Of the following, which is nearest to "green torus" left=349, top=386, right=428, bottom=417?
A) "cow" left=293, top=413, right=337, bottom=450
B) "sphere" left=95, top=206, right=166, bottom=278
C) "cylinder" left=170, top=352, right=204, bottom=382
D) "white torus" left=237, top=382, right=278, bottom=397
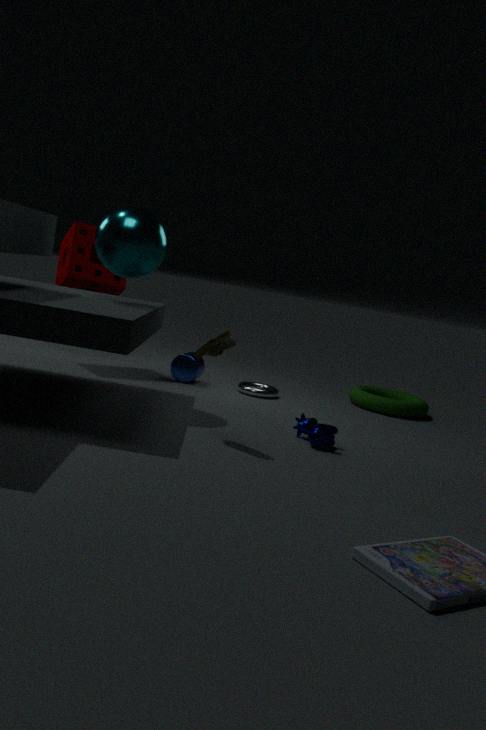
"white torus" left=237, top=382, right=278, bottom=397
